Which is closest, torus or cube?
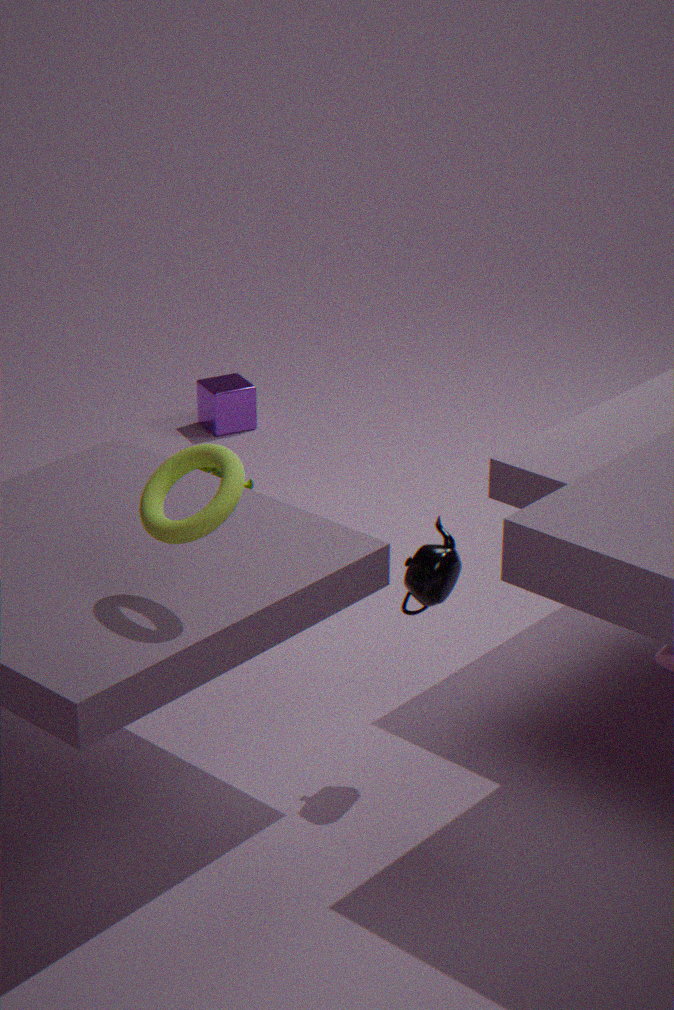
torus
